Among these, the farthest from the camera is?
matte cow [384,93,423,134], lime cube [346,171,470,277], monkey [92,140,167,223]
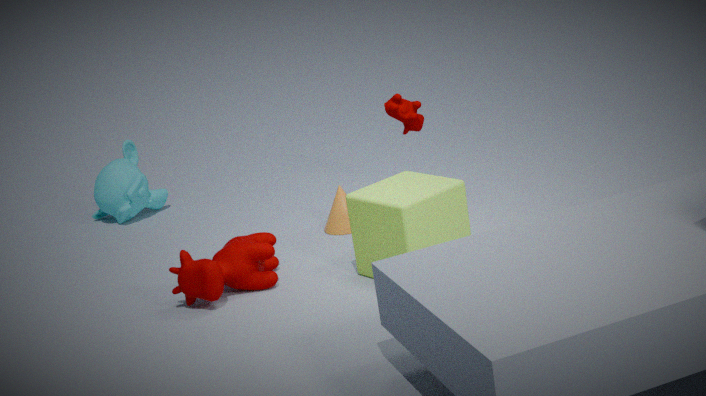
monkey [92,140,167,223]
